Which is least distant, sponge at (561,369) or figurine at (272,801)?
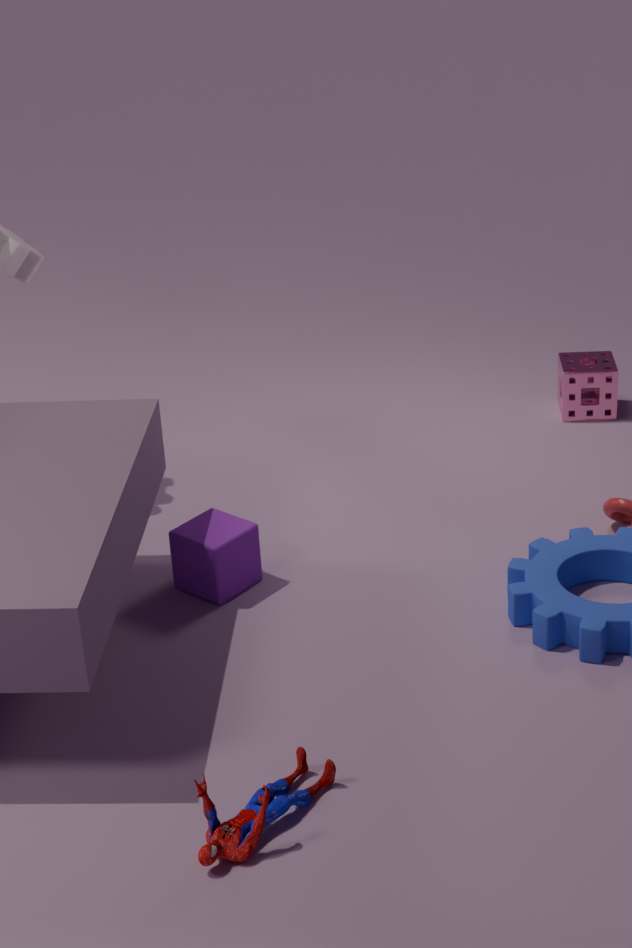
figurine at (272,801)
